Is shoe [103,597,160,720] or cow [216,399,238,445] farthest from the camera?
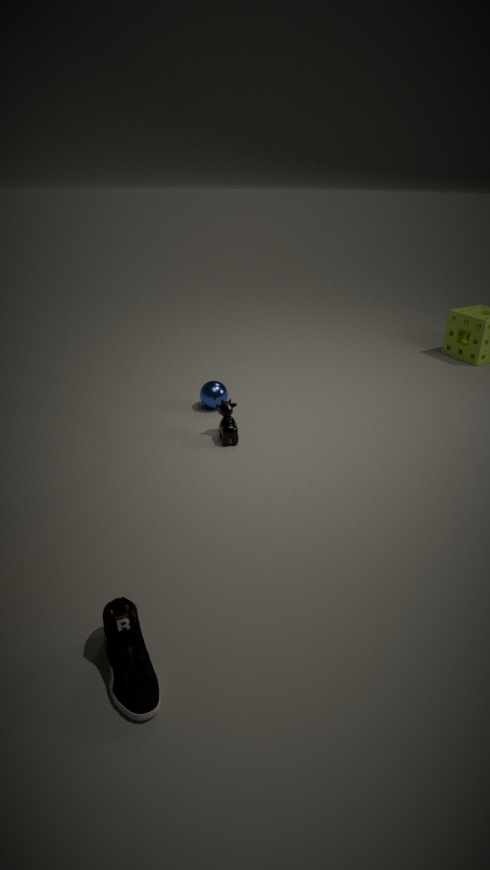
cow [216,399,238,445]
